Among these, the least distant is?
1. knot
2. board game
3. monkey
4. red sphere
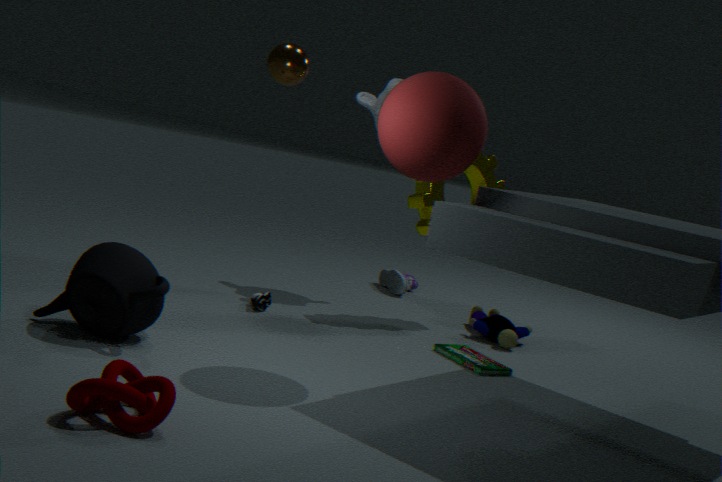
knot
